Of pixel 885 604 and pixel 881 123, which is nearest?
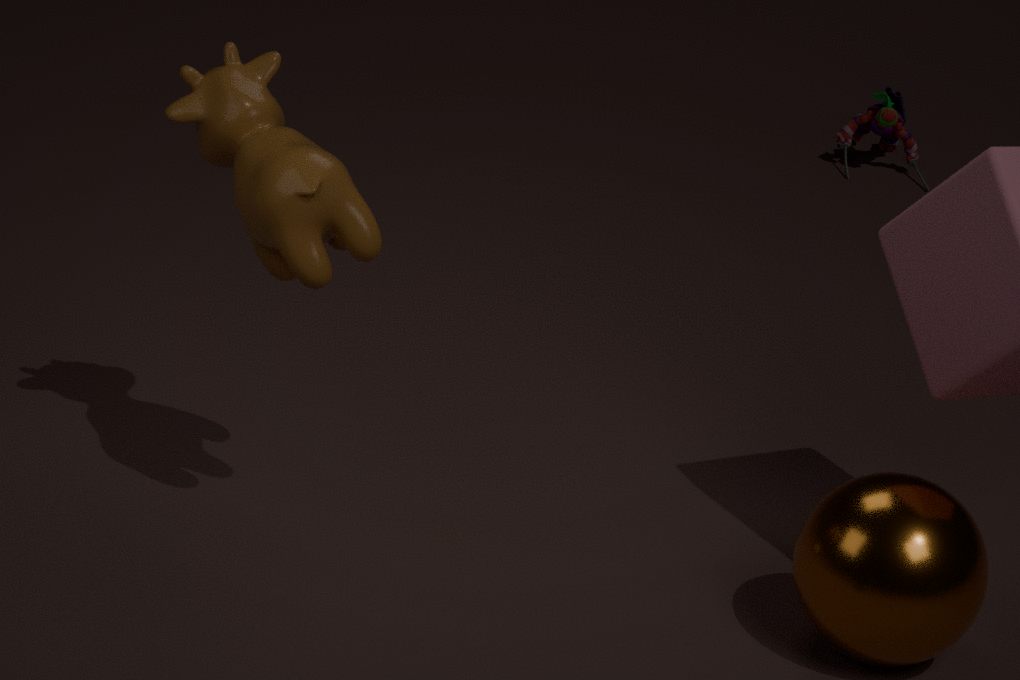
pixel 885 604
